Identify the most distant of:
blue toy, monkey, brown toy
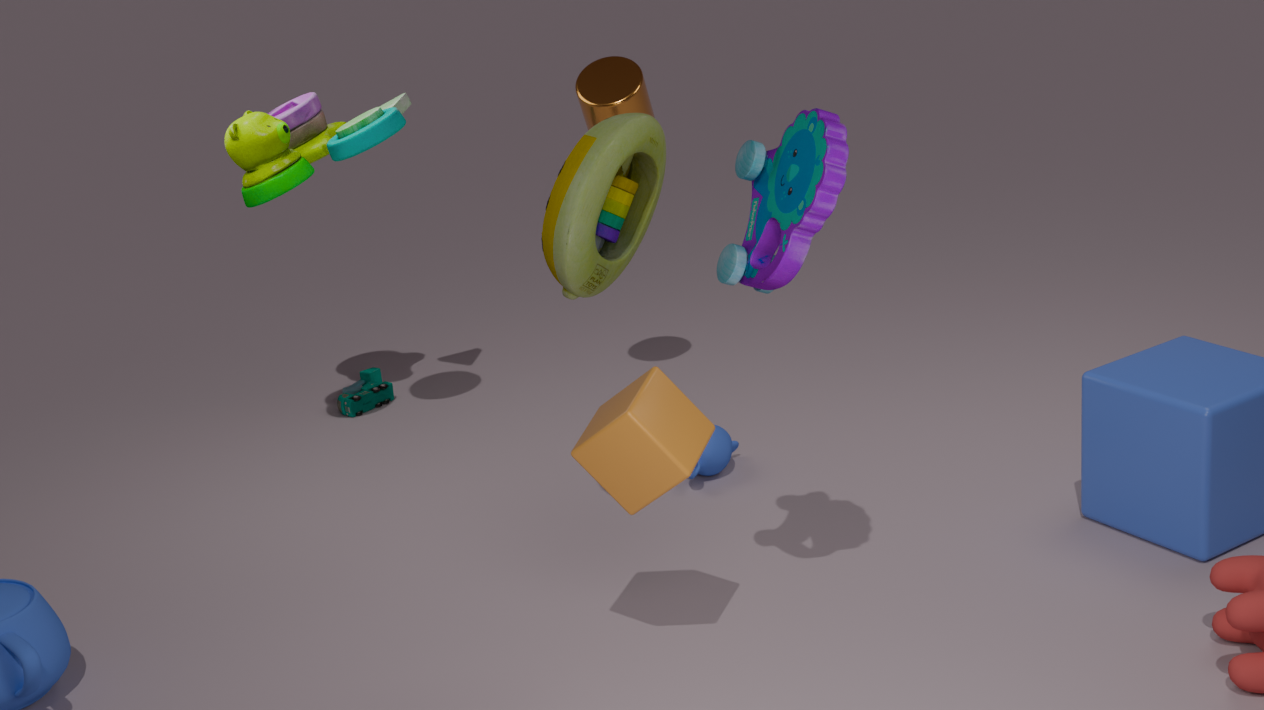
monkey
